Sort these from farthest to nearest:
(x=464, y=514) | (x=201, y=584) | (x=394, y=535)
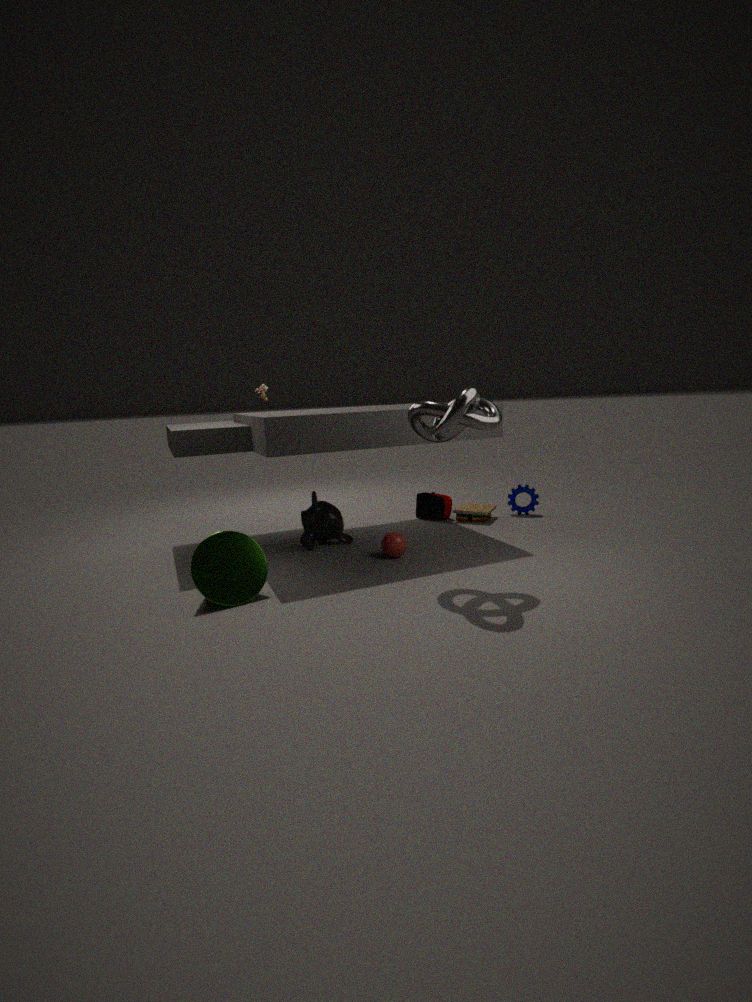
(x=464, y=514)
(x=394, y=535)
(x=201, y=584)
